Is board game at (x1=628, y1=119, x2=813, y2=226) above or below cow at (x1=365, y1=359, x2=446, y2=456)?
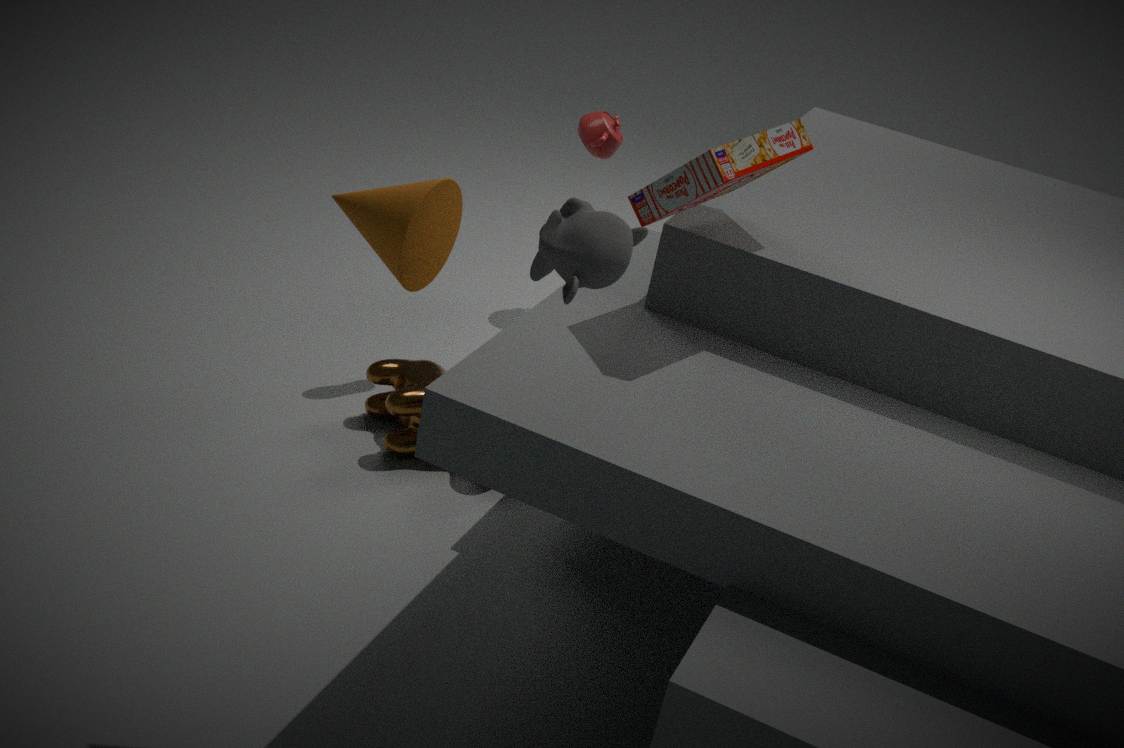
above
